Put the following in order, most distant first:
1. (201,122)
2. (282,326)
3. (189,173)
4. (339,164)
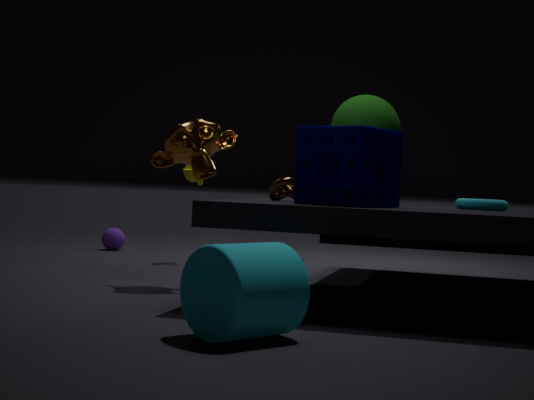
(189,173), (201,122), (339,164), (282,326)
